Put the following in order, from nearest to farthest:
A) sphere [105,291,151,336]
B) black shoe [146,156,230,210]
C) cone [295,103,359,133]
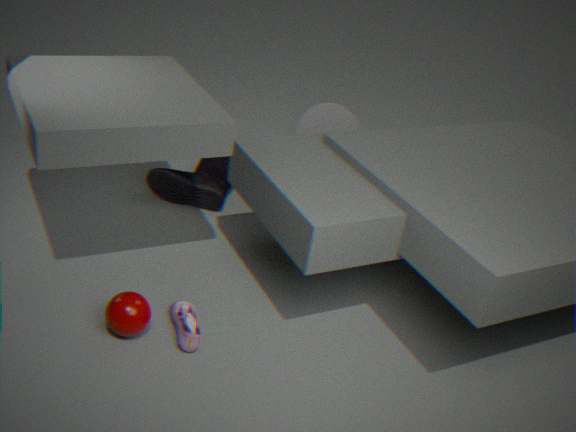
sphere [105,291,151,336] → black shoe [146,156,230,210] → cone [295,103,359,133]
